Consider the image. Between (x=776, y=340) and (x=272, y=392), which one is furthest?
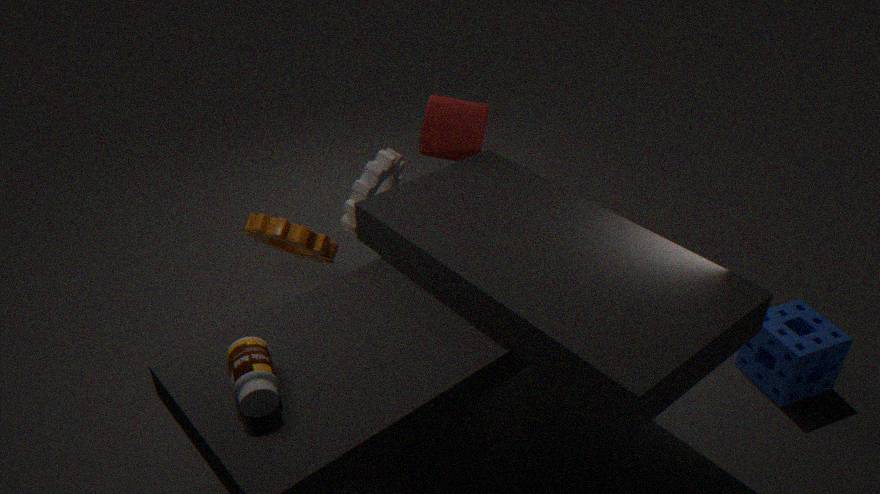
(x=776, y=340)
